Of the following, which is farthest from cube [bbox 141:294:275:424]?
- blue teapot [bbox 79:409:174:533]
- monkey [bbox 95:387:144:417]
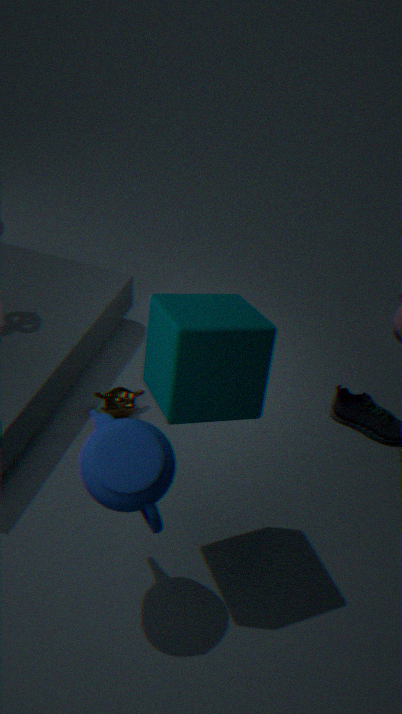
monkey [bbox 95:387:144:417]
